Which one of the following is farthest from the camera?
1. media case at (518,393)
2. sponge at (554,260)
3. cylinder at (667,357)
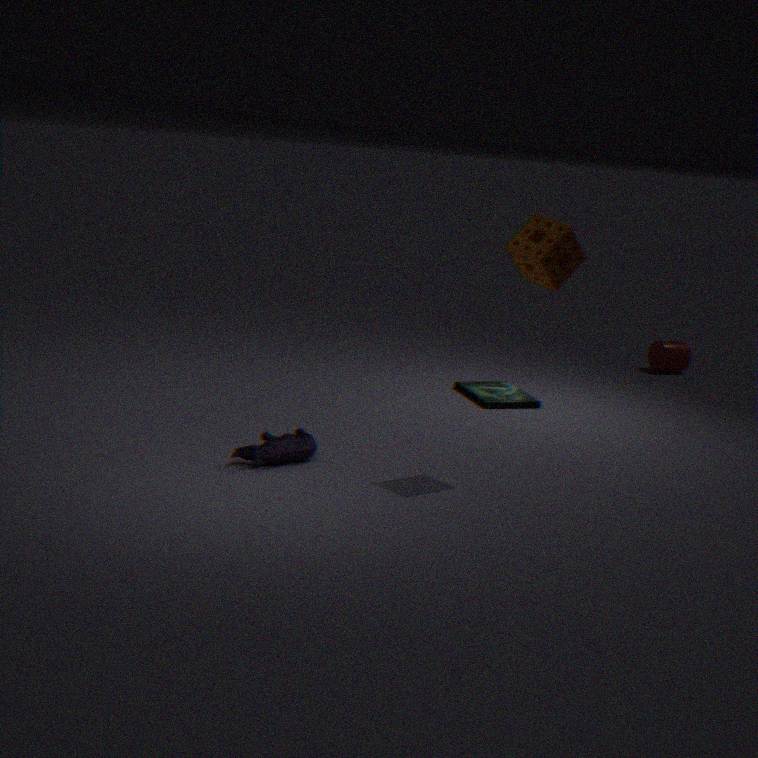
cylinder at (667,357)
